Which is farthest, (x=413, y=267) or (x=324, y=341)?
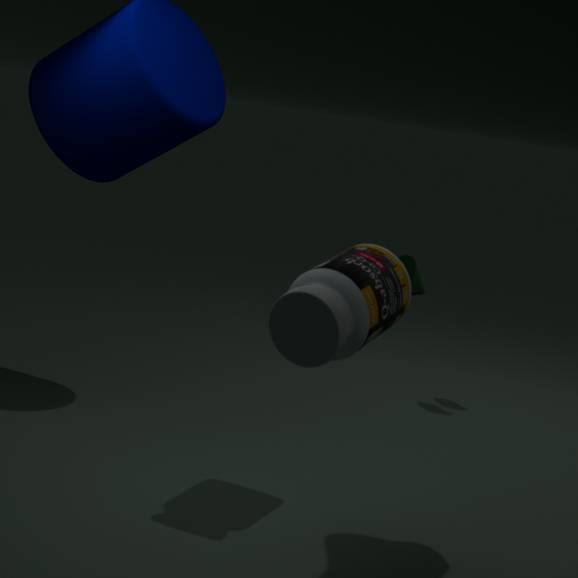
(x=413, y=267)
